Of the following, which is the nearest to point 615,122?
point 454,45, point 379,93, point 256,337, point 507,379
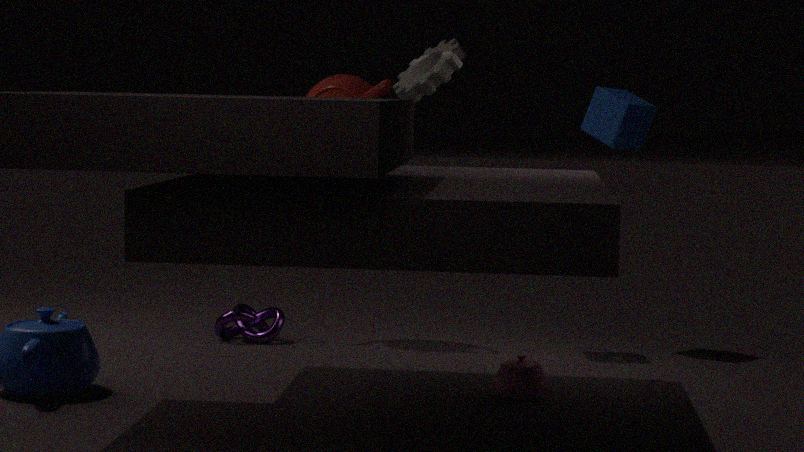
point 454,45
